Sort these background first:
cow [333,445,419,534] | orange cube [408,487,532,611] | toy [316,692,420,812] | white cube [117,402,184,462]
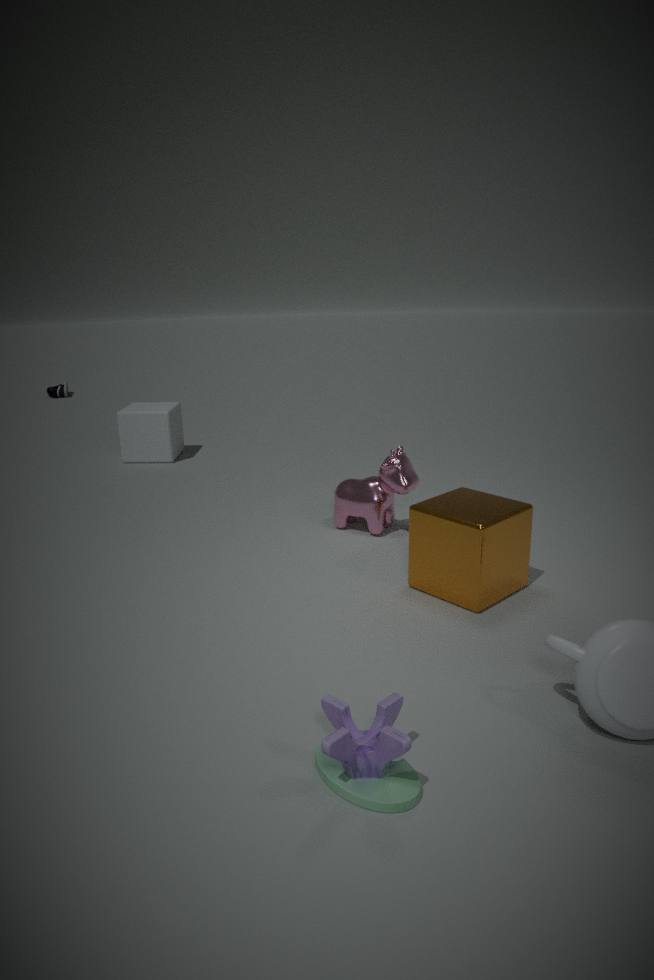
white cube [117,402,184,462] < cow [333,445,419,534] < orange cube [408,487,532,611] < toy [316,692,420,812]
